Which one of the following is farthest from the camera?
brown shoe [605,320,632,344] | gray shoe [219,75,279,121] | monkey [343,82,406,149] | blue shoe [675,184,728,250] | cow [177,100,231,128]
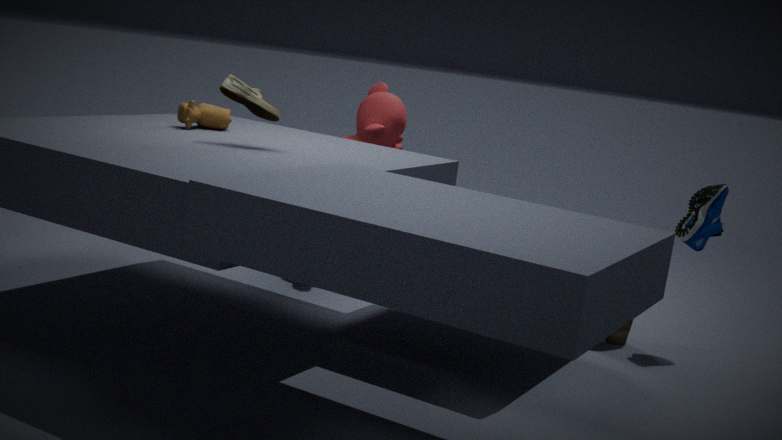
monkey [343,82,406,149]
